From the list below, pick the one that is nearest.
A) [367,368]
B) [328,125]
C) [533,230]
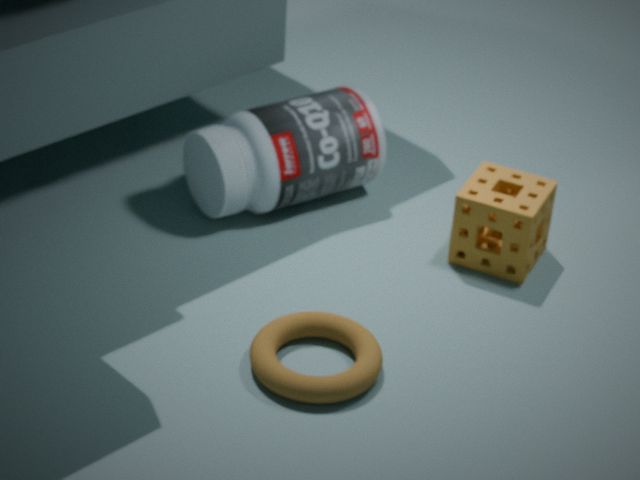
[367,368]
